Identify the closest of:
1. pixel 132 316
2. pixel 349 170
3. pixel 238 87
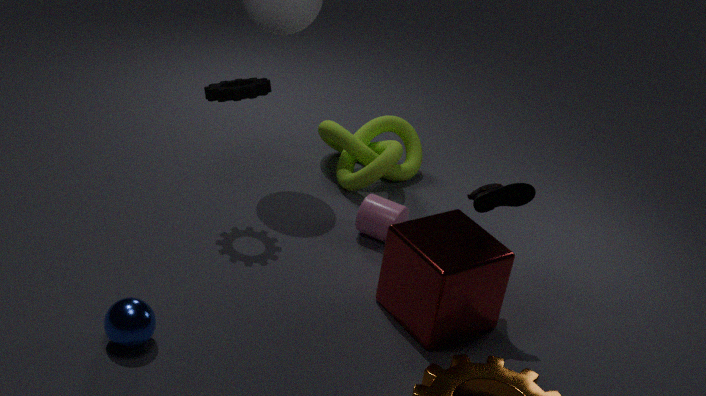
pixel 132 316
